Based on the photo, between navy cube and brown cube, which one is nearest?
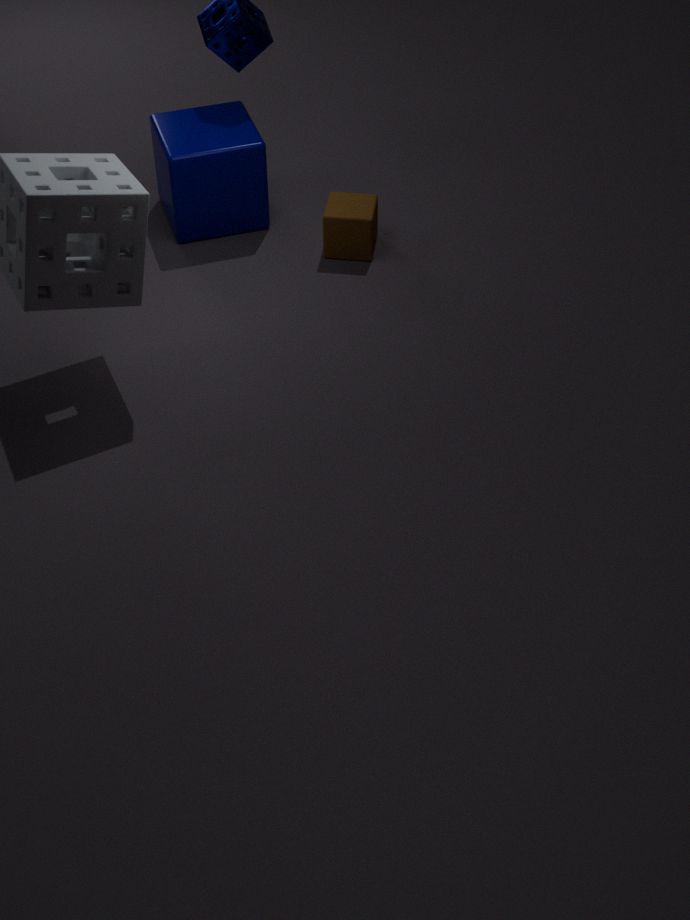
brown cube
